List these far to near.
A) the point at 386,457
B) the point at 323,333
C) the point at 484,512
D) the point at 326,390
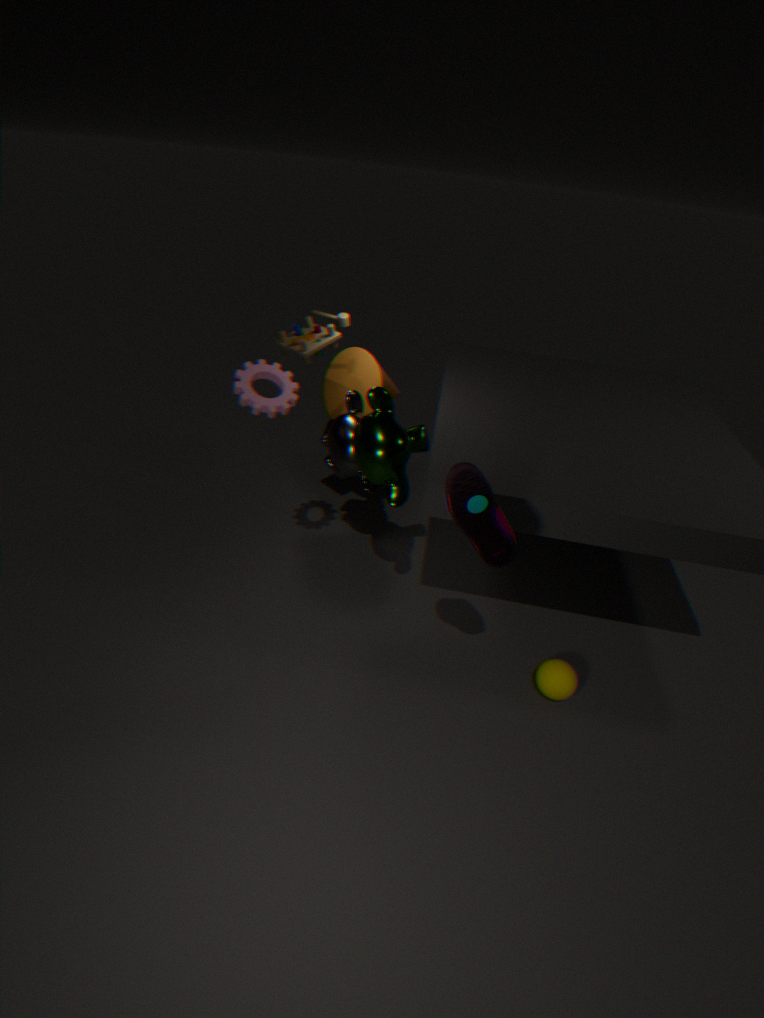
the point at 326,390 → the point at 323,333 → the point at 386,457 → the point at 484,512
